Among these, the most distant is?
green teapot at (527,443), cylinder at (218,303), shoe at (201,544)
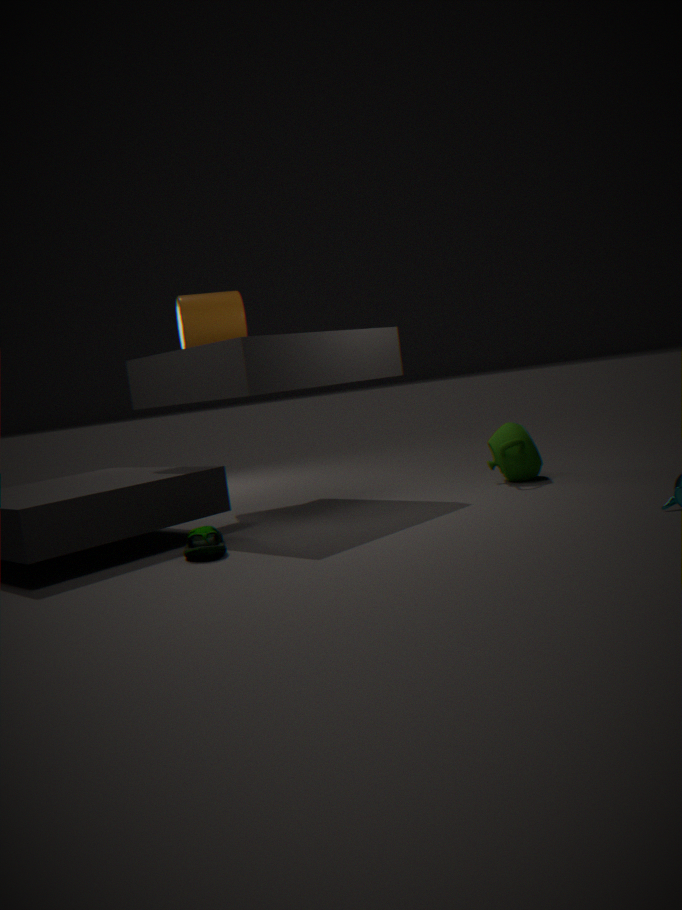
cylinder at (218,303)
